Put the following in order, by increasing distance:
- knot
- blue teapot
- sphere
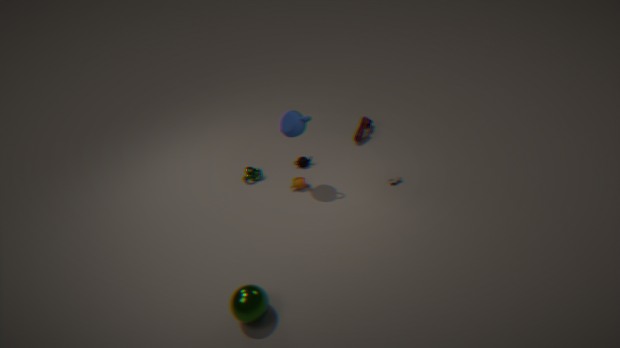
sphere < blue teapot < knot
